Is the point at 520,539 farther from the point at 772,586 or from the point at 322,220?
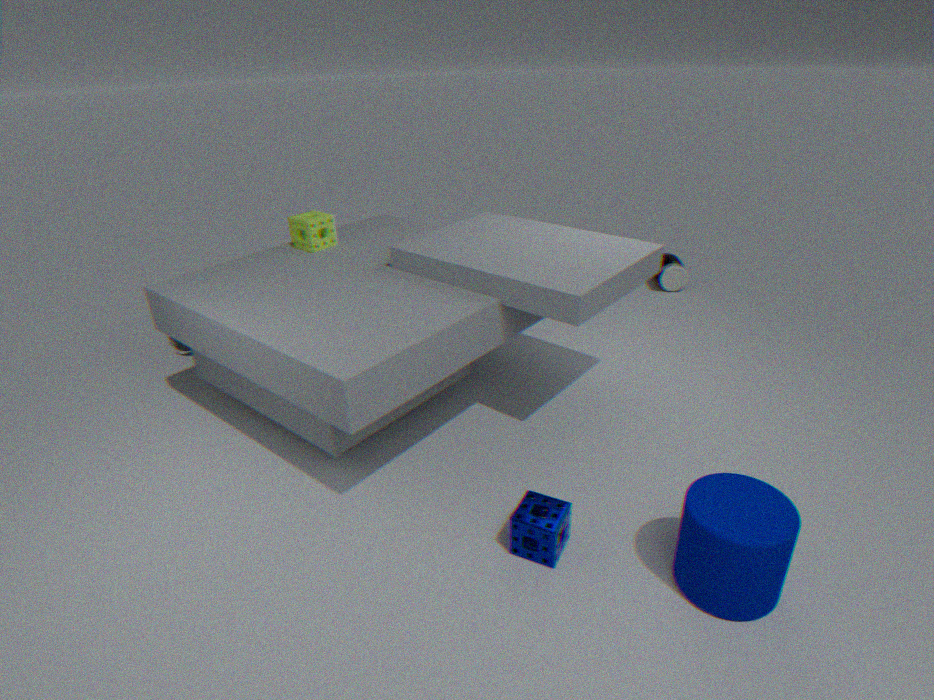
the point at 322,220
